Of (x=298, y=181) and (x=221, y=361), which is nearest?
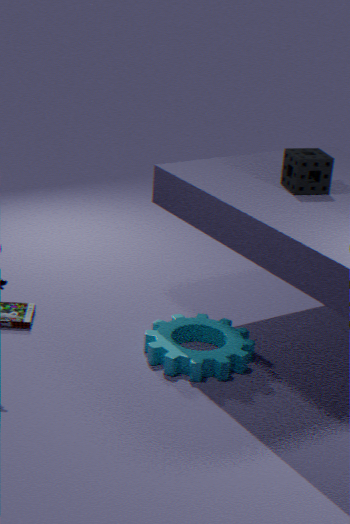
(x=298, y=181)
